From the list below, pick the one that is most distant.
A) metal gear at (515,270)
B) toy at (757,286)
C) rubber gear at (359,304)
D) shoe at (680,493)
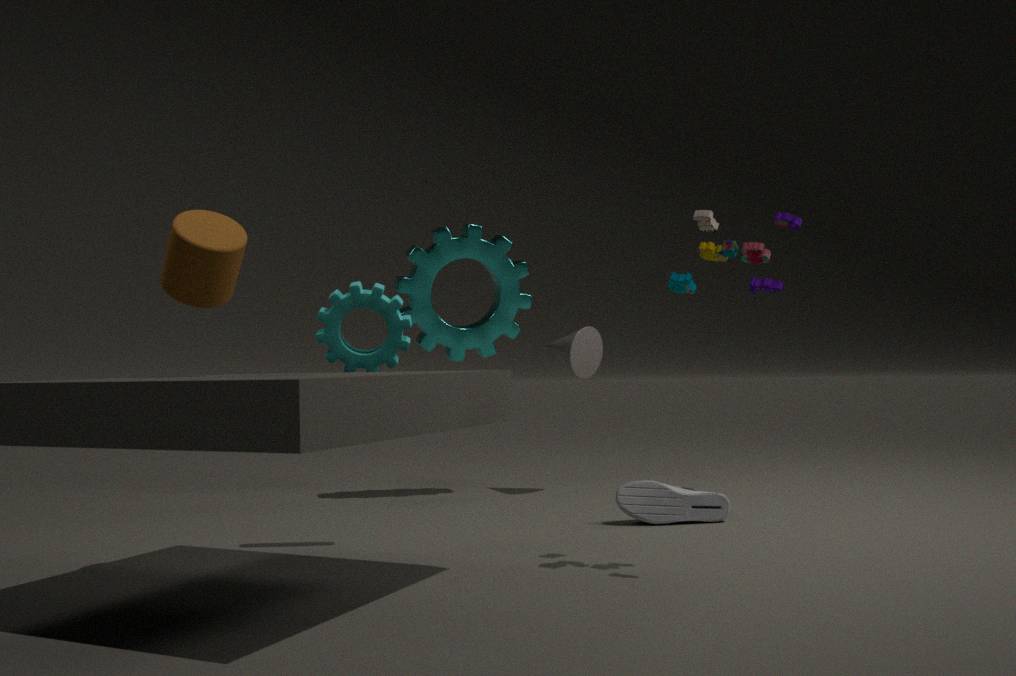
metal gear at (515,270)
